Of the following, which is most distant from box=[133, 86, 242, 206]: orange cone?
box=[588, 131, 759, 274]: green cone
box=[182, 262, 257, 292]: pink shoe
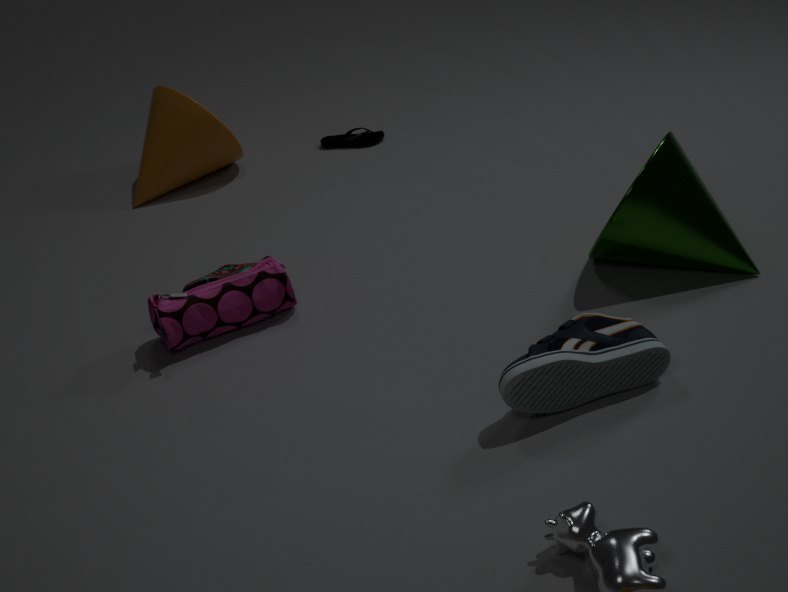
box=[588, 131, 759, 274]: green cone
